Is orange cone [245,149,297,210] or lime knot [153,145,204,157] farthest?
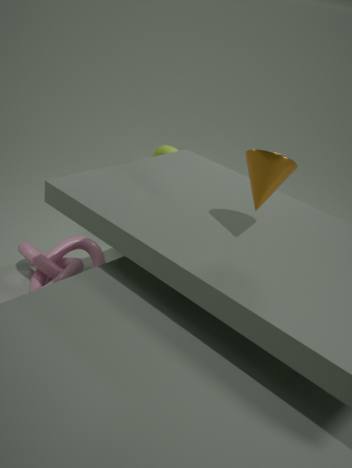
lime knot [153,145,204,157]
